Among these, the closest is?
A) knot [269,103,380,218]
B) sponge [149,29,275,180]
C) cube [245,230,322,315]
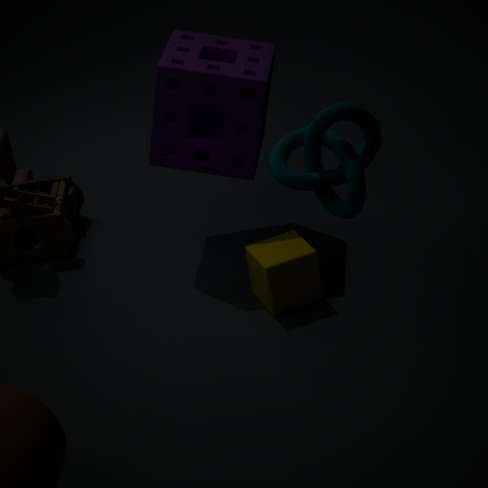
knot [269,103,380,218]
